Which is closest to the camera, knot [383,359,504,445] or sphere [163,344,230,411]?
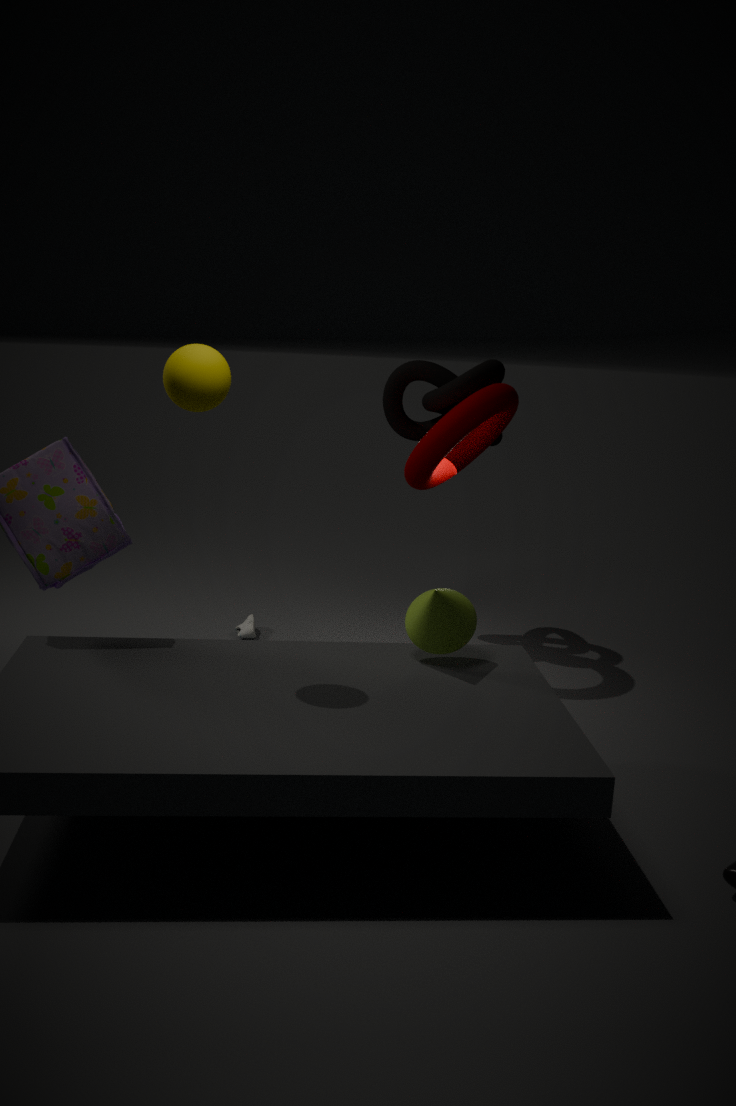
sphere [163,344,230,411]
